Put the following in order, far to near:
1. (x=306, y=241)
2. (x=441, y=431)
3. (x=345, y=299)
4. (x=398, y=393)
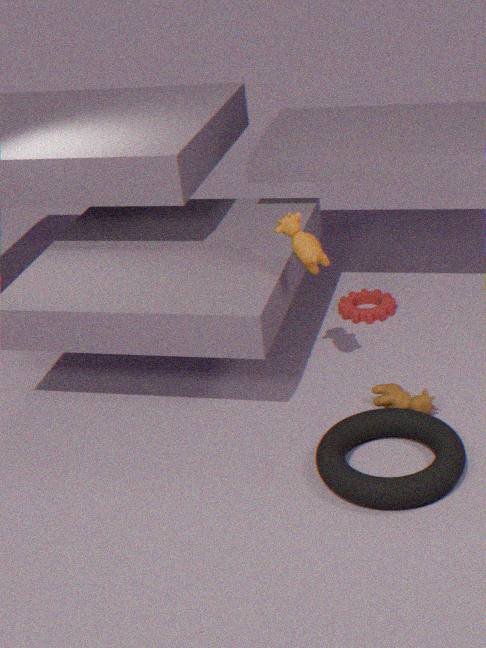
(x=345, y=299)
(x=306, y=241)
(x=398, y=393)
(x=441, y=431)
